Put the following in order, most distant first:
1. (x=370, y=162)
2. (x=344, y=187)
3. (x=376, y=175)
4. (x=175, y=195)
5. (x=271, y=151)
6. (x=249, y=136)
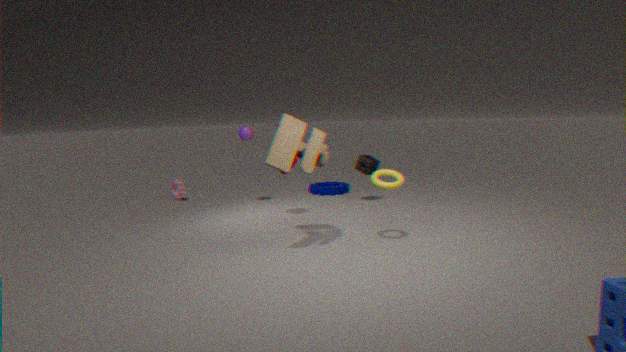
(x=344, y=187)
(x=175, y=195)
(x=249, y=136)
(x=370, y=162)
(x=376, y=175)
(x=271, y=151)
